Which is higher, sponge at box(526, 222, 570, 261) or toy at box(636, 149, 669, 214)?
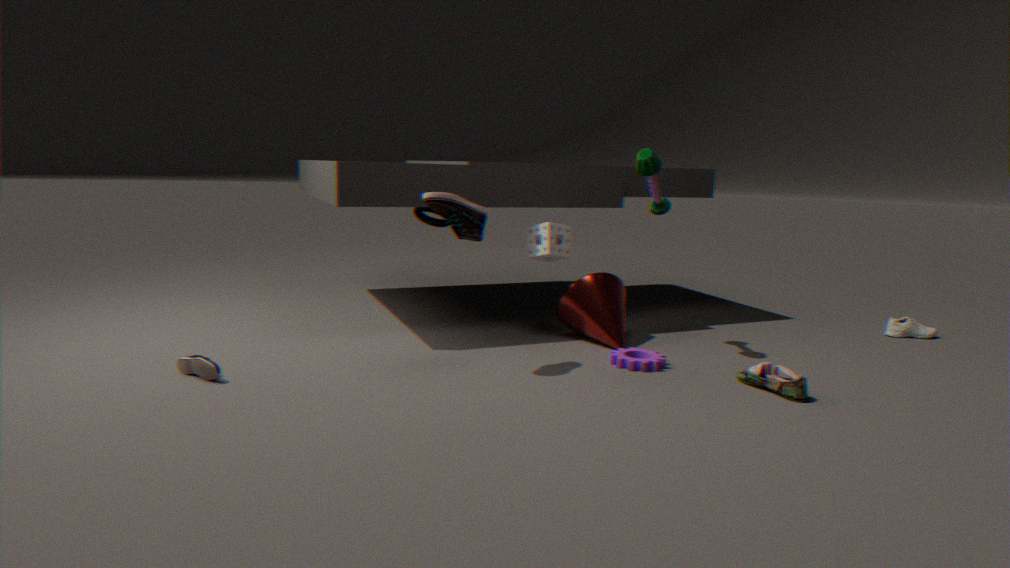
toy at box(636, 149, 669, 214)
